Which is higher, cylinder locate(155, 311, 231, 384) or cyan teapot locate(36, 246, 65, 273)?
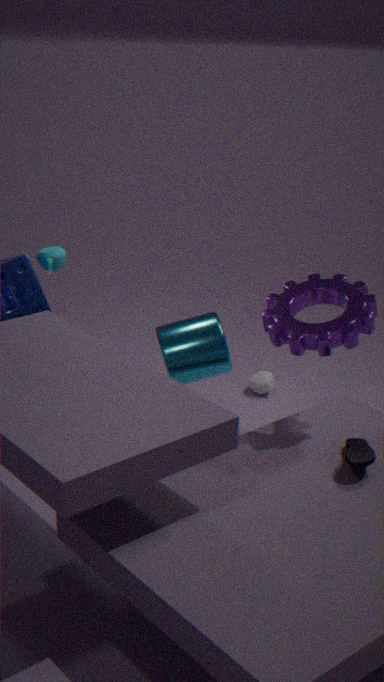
cyan teapot locate(36, 246, 65, 273)
